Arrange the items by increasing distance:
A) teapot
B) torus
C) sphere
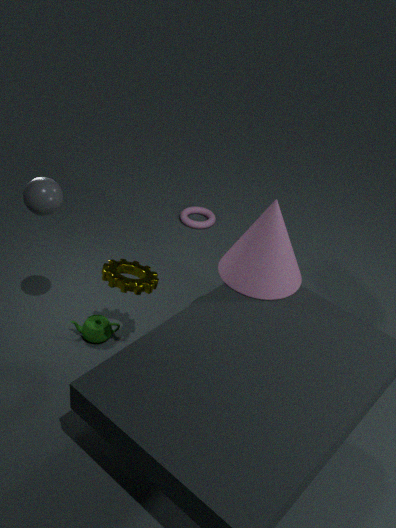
1. sphere
2. teapot
3. torus
